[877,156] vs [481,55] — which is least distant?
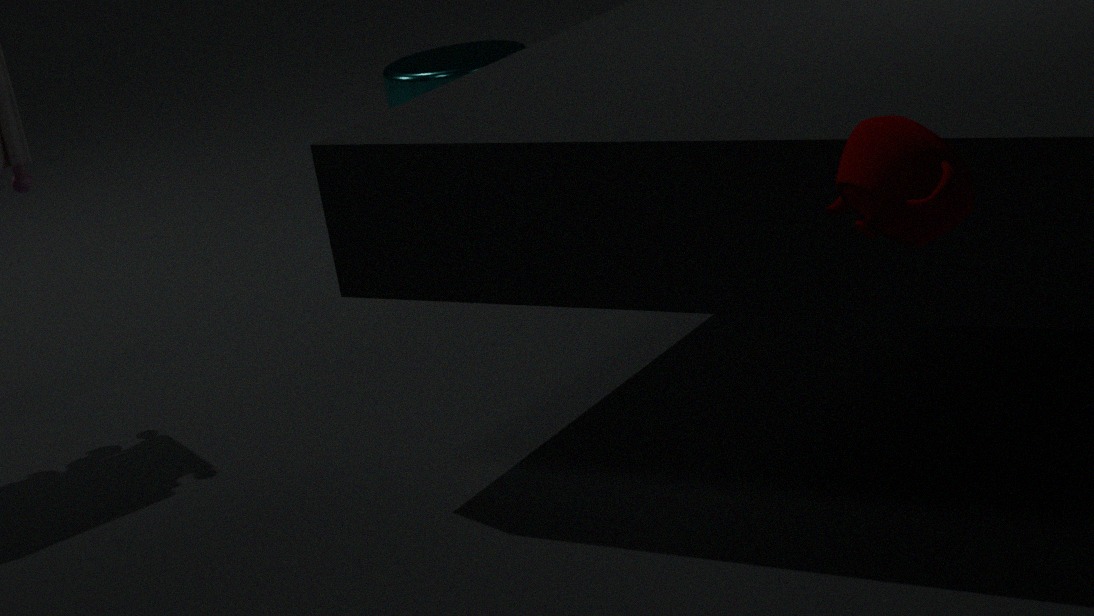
[877,156]
